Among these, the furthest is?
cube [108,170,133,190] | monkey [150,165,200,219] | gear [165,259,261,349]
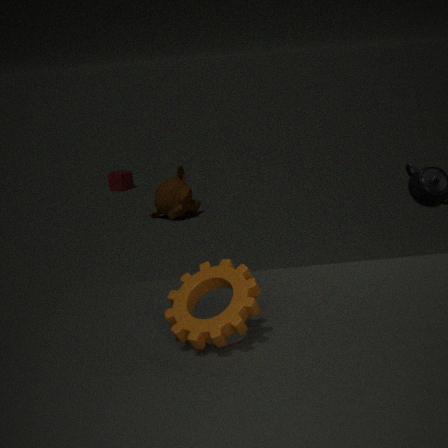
cube [108,170,133,190]
